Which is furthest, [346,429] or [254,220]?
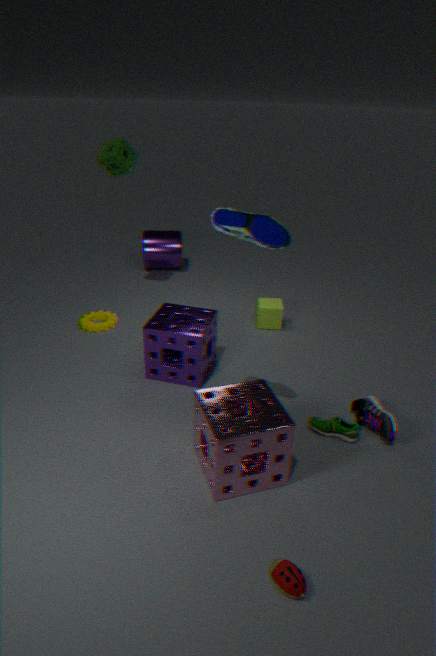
[346,429]
